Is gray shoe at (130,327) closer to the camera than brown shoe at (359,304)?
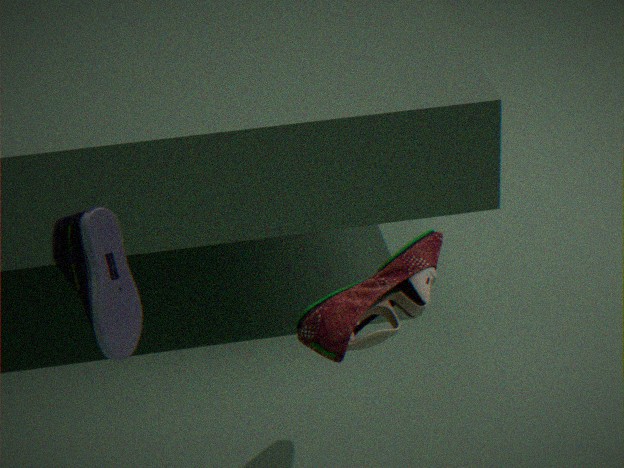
Yes
